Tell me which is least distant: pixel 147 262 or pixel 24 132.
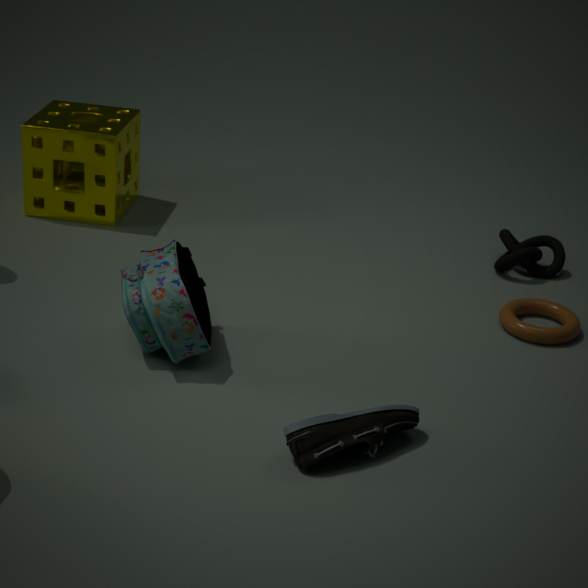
pixel 147 262
